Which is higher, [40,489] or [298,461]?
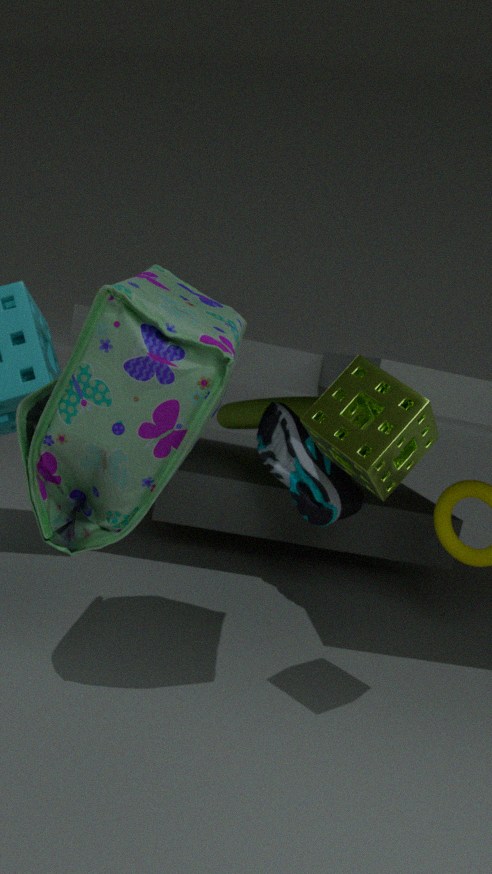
[40,489]
